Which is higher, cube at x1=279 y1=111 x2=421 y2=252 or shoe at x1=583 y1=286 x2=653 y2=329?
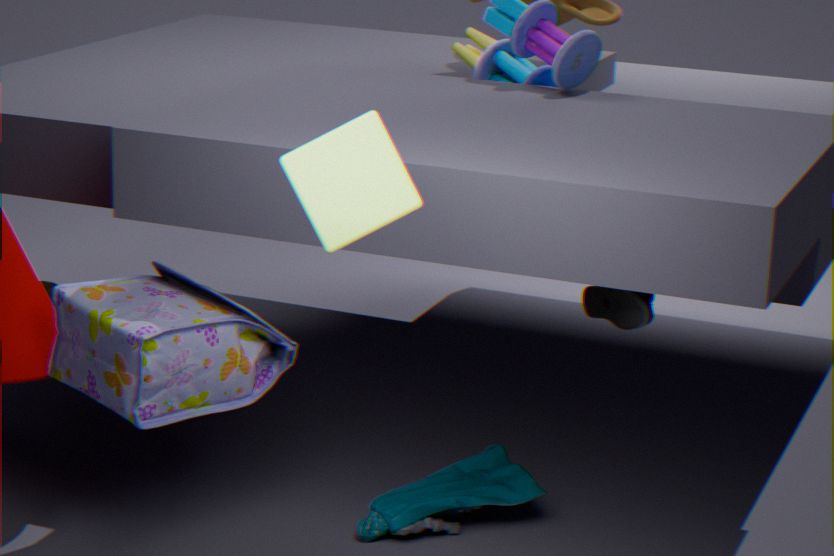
cube at x1=279 y1=111 x2=421 y2=252
